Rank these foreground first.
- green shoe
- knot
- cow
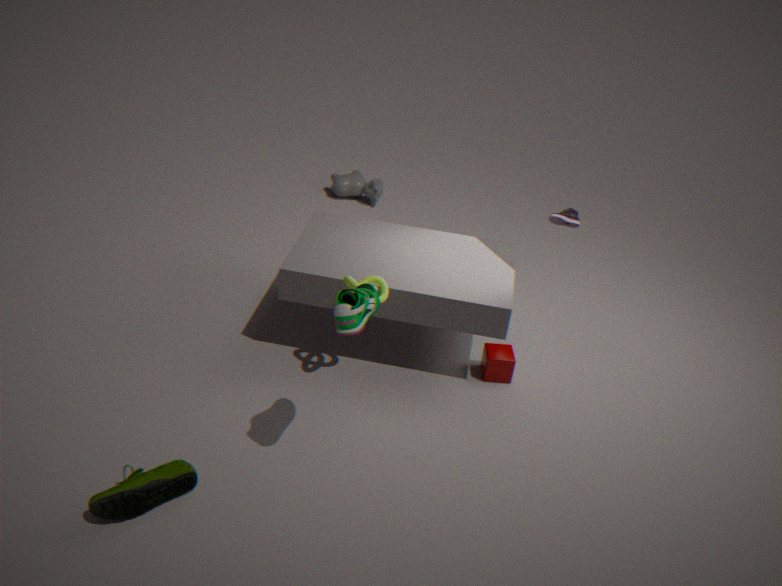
1. green shoe
2. knot
3. cow
